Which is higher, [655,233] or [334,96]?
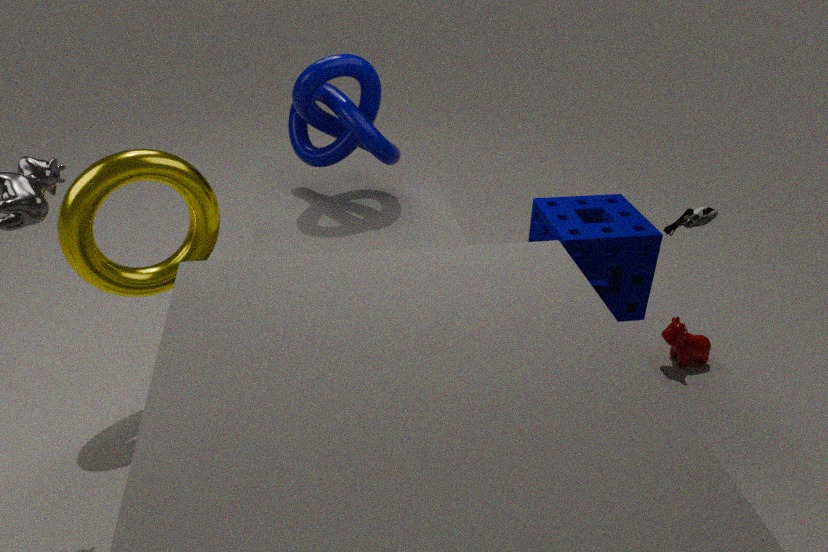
[334,96]
